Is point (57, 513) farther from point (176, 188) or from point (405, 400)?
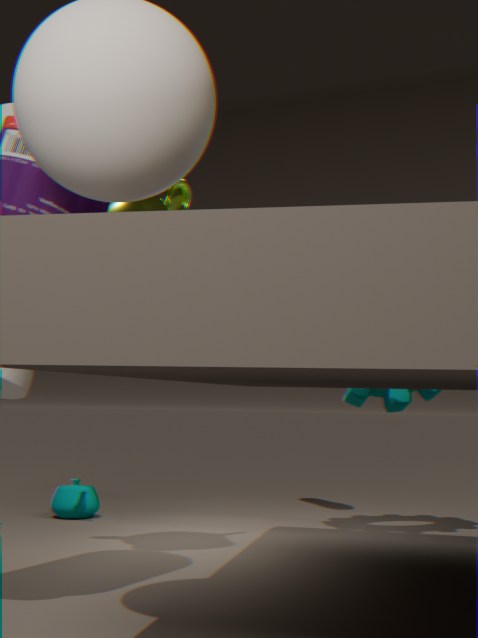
A: point (405, 400)
